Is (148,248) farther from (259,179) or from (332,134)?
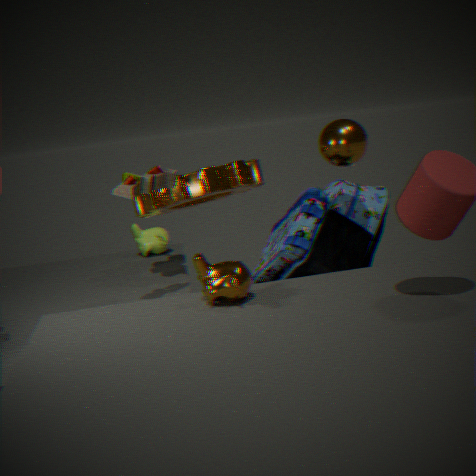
(332,134)
